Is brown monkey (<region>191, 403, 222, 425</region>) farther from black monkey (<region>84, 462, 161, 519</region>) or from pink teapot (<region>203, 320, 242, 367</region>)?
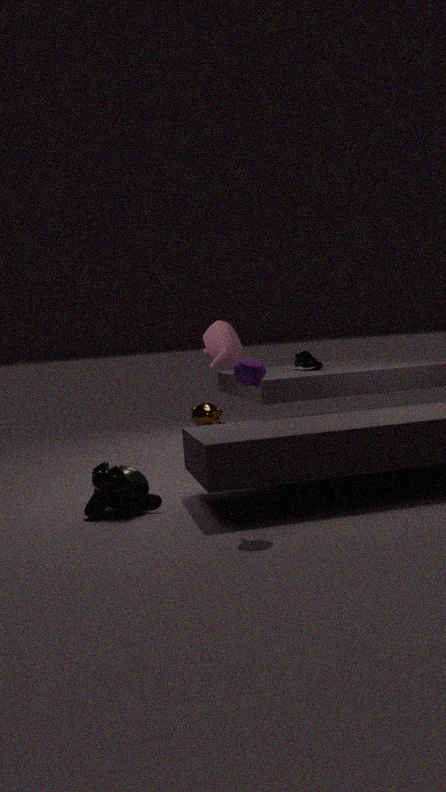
black monkey (<region>84, 462, 161, 519</region>)
